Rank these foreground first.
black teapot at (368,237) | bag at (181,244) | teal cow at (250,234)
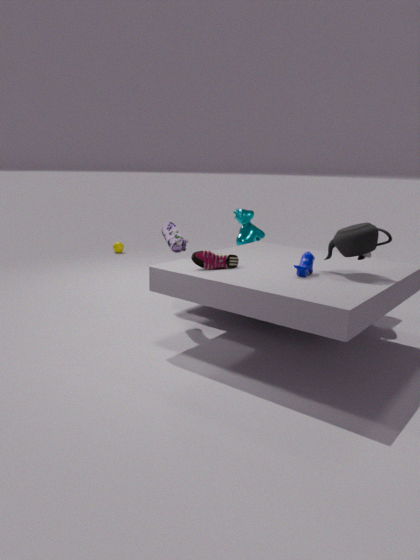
black teapot at (368,237) → bag at (181,244) → teal cow at (250,234)
